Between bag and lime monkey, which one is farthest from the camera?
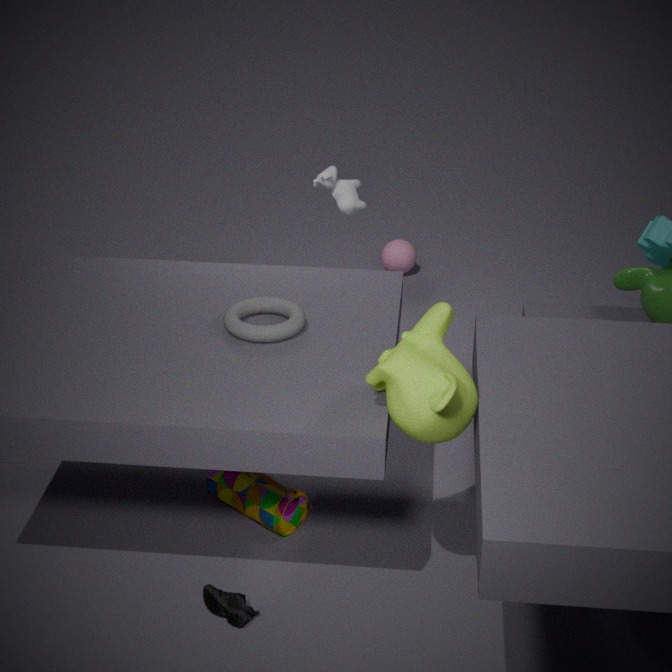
bag
